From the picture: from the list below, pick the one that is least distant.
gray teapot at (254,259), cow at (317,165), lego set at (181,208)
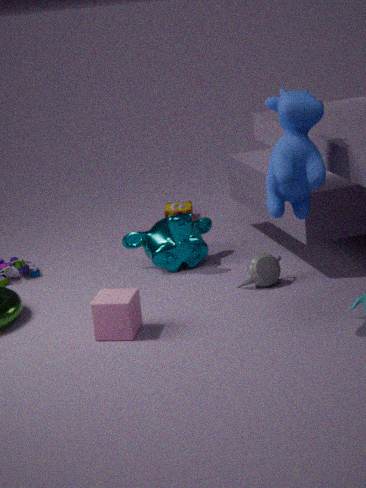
cow at (317,165)
